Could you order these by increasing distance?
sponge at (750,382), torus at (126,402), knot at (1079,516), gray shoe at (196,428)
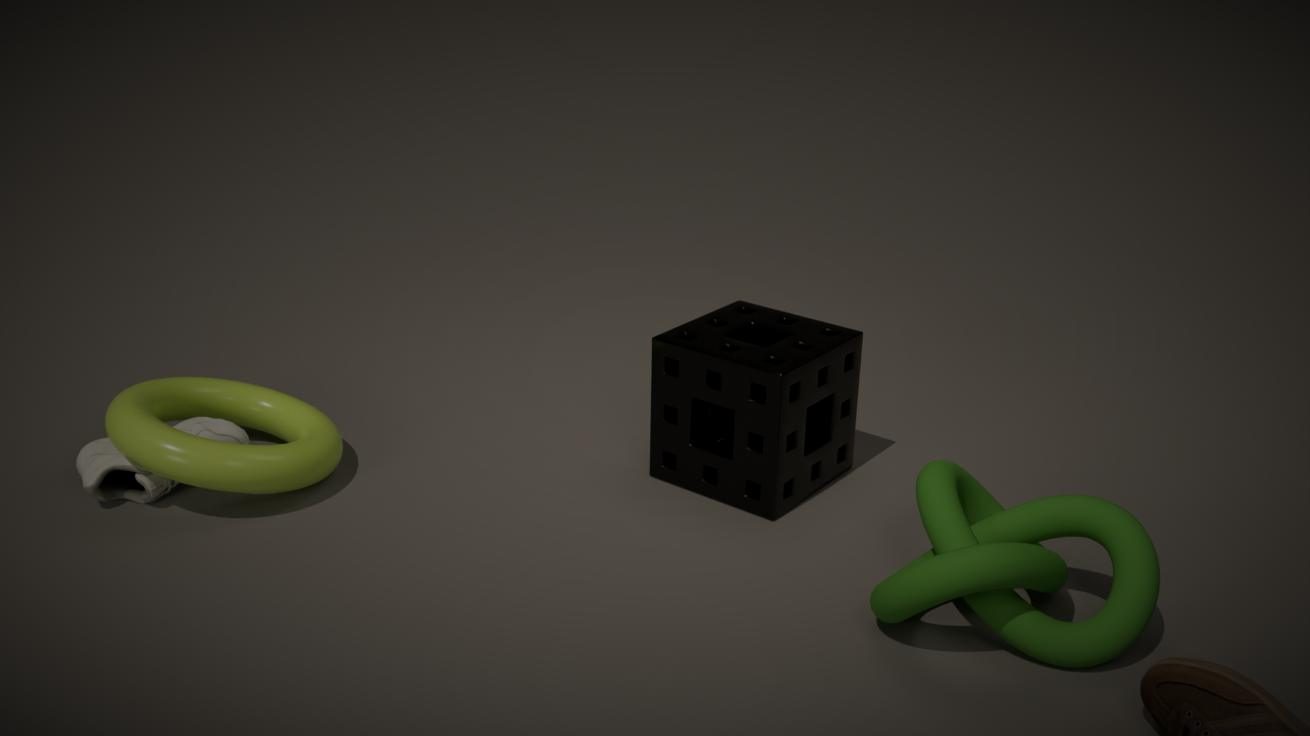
1. knot at (1079,516)
2. torus at (126,402)
3. sponge at (750,382)
4. gray shoe at (196,428)
